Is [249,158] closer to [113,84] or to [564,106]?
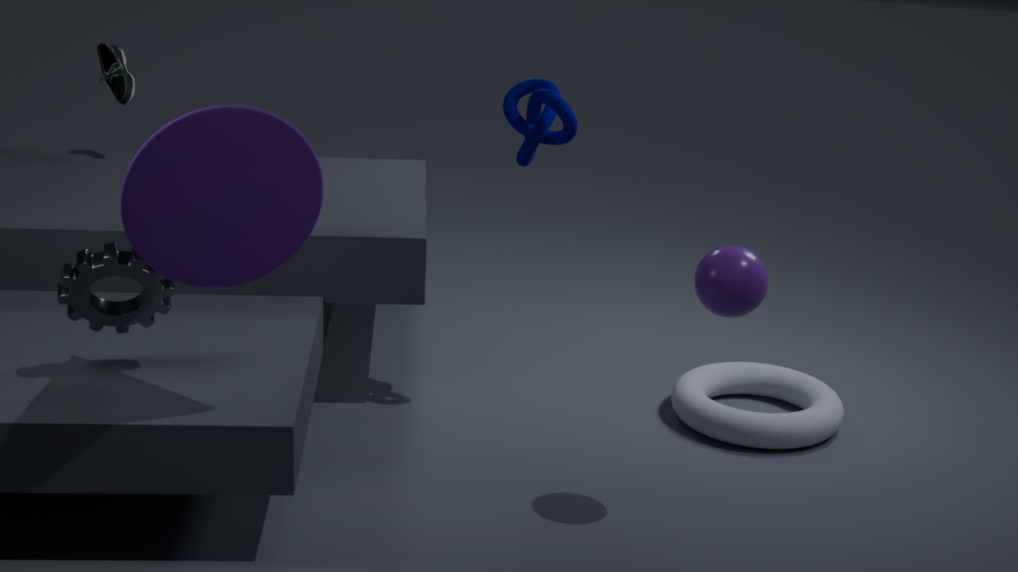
[564,106]
